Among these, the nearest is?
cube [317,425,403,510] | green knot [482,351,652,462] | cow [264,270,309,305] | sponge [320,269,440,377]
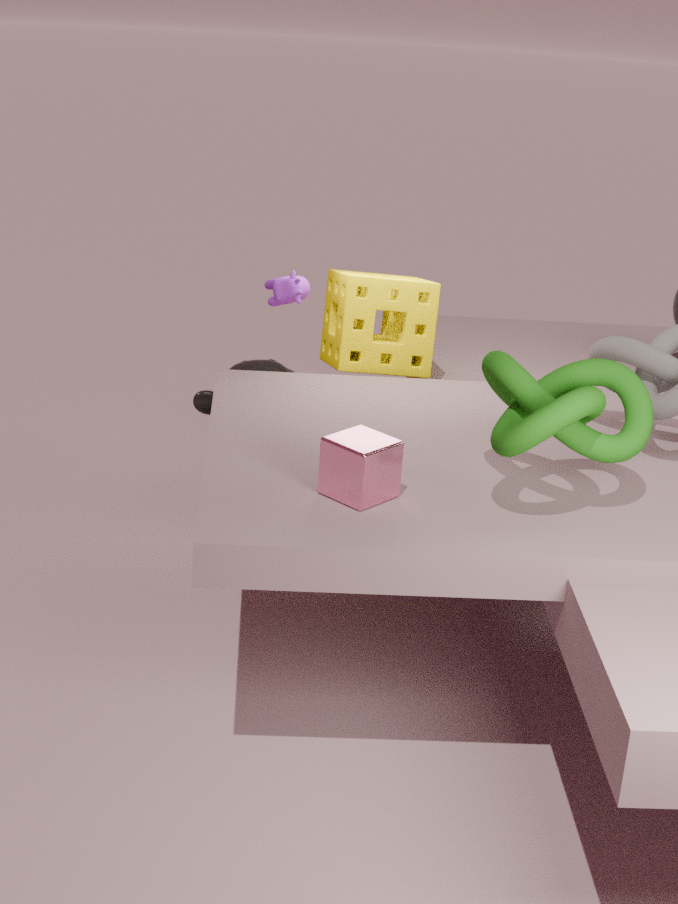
green knot [482,351,652,462]
